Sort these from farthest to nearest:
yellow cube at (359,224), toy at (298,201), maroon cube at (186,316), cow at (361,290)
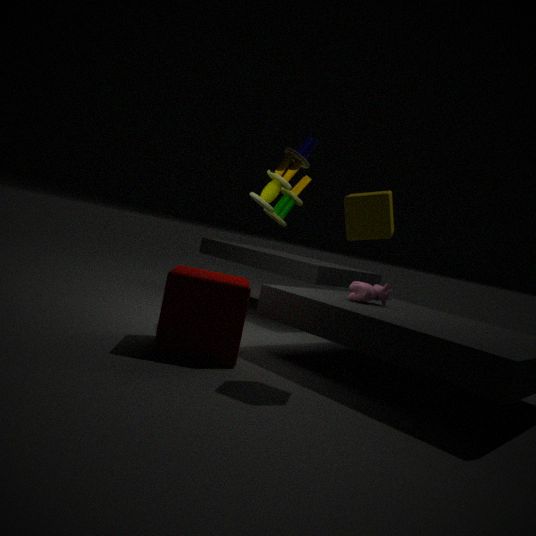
toy at (298,201) → cow at (361,290) → maroon cube at (186,316) → yellow cube at (359,224)
